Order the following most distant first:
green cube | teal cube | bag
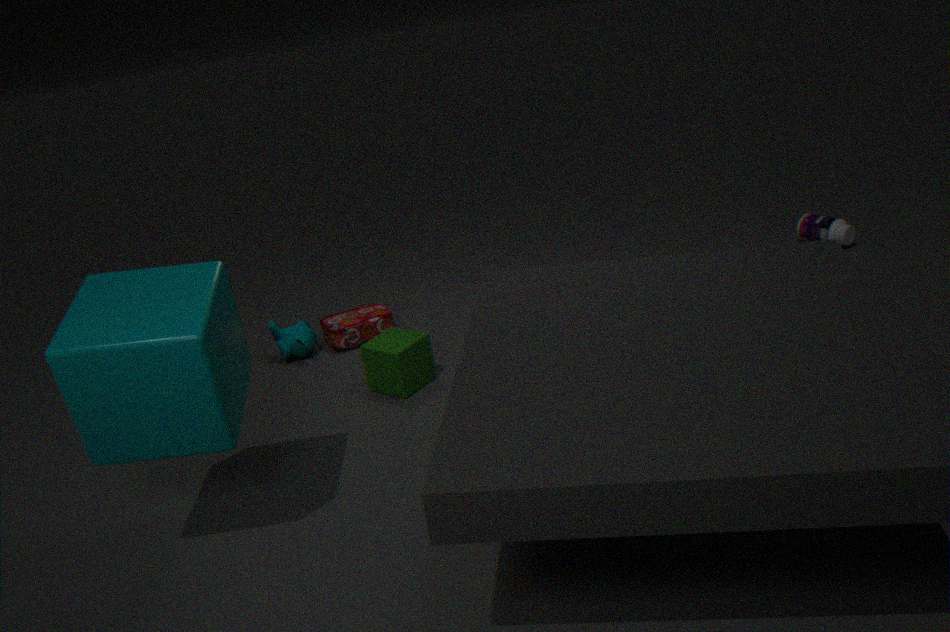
bag, green cube, teal cube
